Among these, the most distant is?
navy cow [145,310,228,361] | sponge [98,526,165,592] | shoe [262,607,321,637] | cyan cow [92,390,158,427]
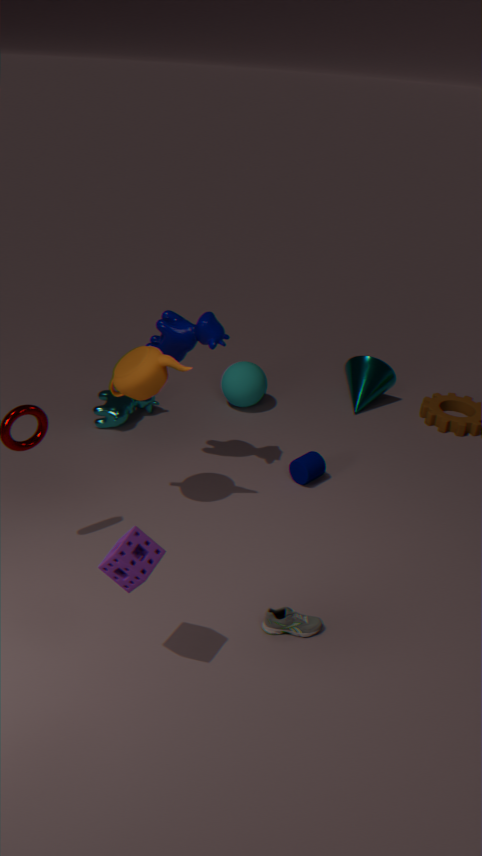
cyan cow [92,390,158,427]
